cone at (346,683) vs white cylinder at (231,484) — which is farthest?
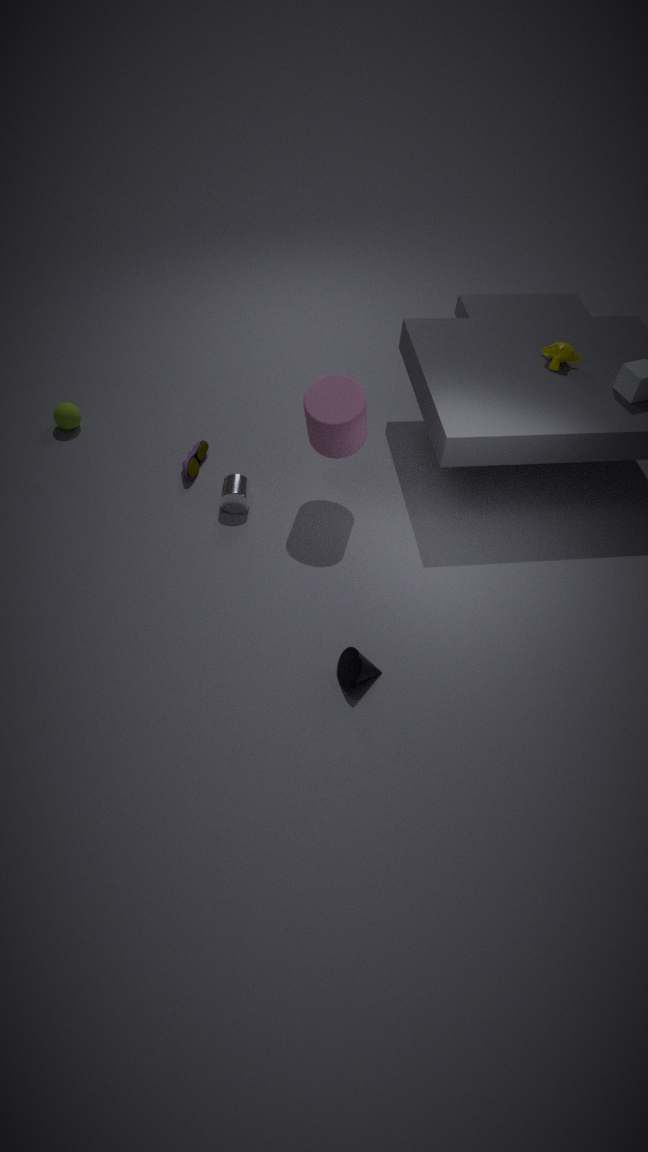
white cylinder at (231,484)
